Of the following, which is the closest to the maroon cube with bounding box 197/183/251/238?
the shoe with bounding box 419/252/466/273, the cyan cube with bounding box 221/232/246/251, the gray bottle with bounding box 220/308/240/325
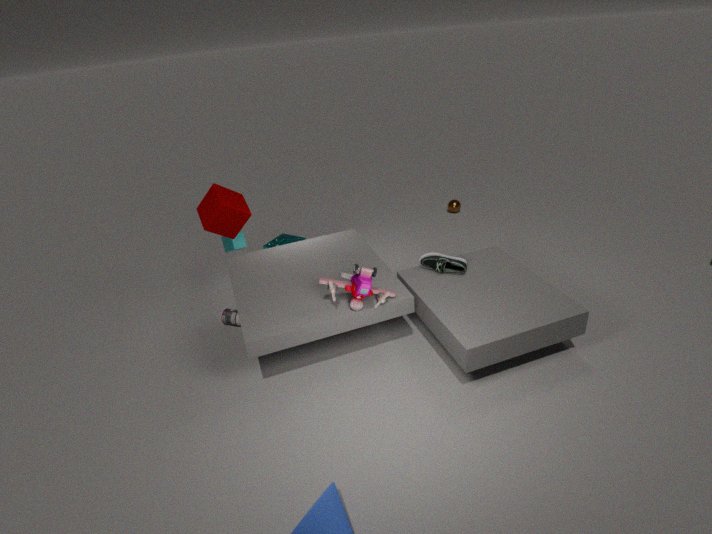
the cyan cube with bounding box 221/232/246/251
